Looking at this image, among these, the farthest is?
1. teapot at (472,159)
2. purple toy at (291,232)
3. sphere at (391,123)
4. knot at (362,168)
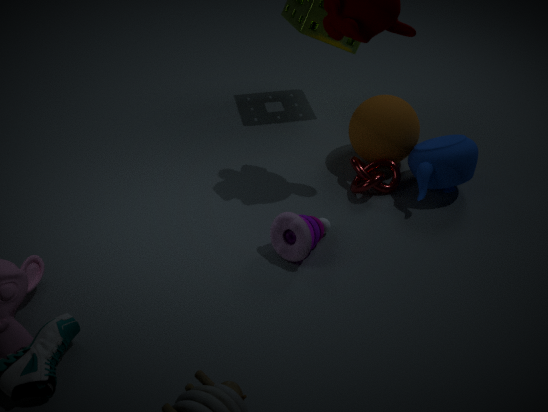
sphere at (391,123)
